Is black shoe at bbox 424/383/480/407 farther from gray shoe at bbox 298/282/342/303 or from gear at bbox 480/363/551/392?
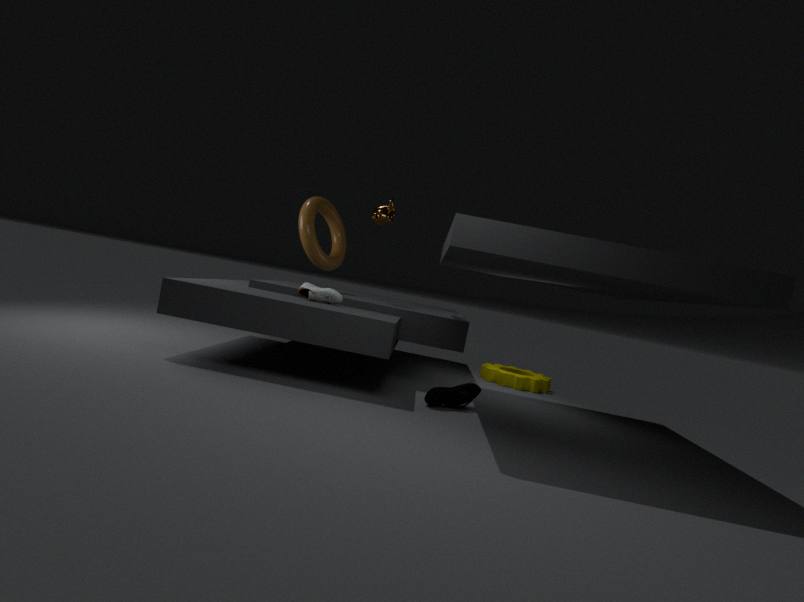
gear at bbox 480/363/551/392
